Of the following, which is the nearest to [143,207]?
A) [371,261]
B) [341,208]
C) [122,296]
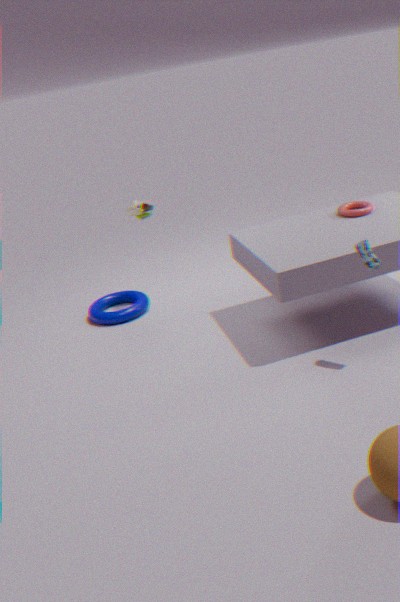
[122,296]
